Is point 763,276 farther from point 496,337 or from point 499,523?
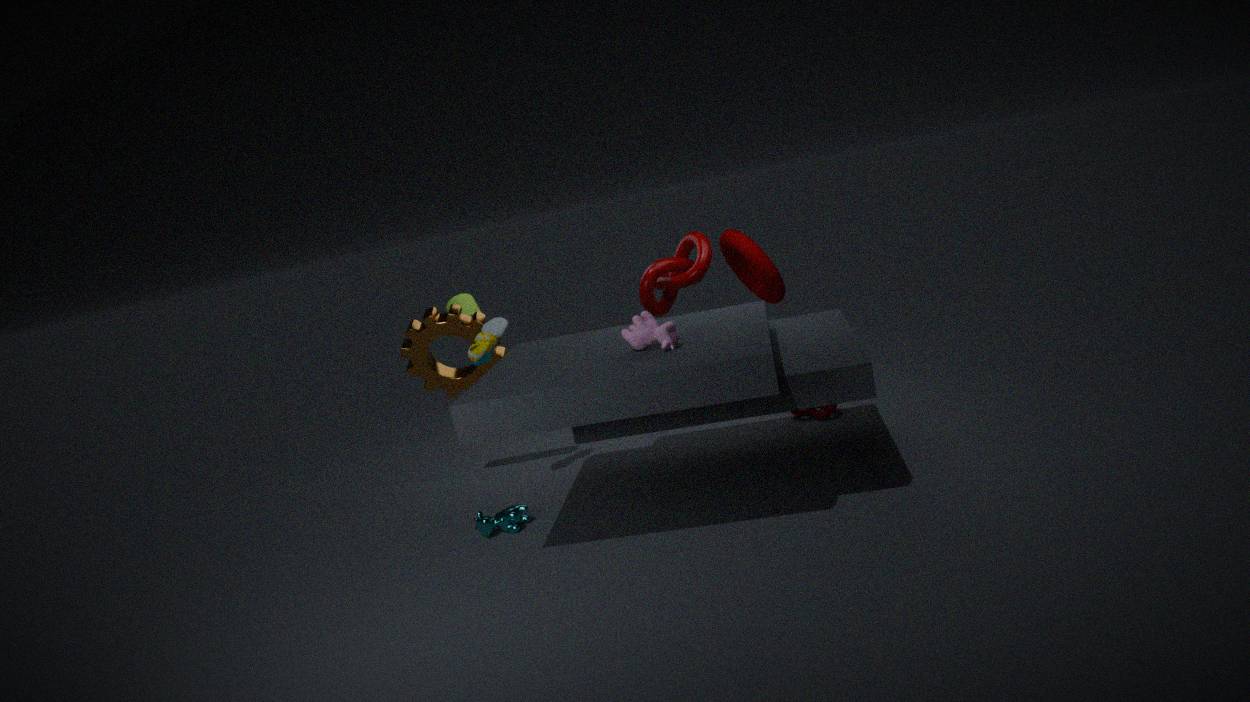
point 499,523
